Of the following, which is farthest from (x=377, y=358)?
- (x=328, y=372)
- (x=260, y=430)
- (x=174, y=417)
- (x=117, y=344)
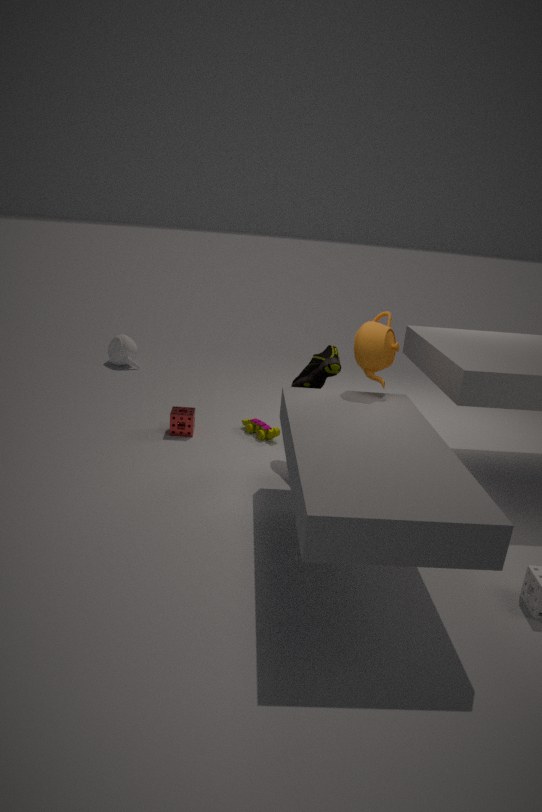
(x=117, y=344)
